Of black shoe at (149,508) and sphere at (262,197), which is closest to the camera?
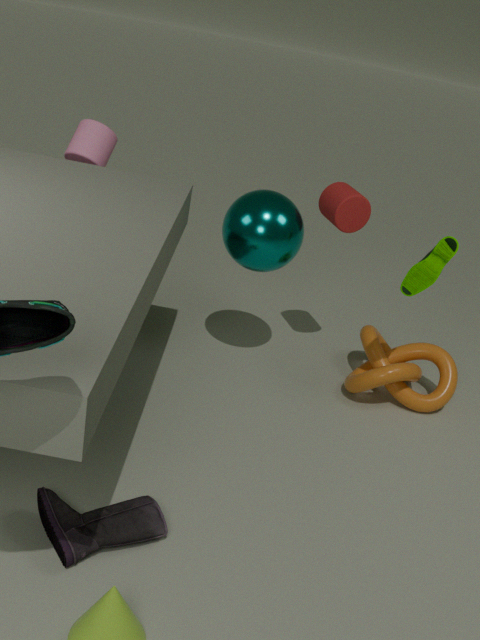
black shoe at (149,508)
